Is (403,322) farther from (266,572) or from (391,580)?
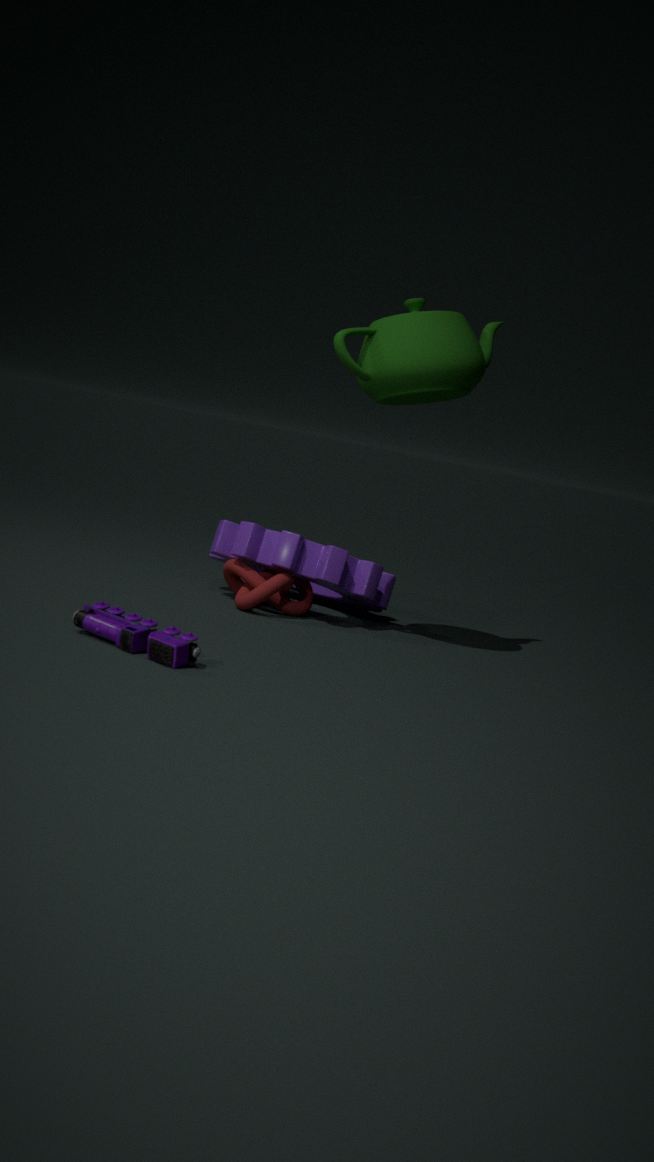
(266,572)
